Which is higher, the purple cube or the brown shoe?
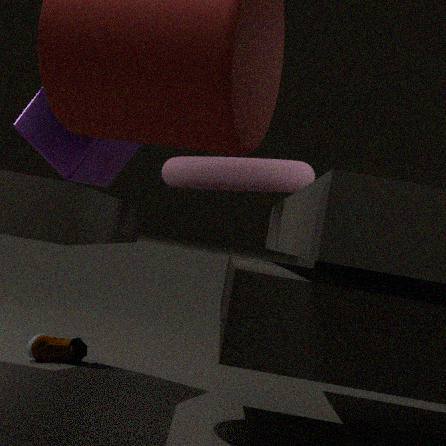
the purple cube
